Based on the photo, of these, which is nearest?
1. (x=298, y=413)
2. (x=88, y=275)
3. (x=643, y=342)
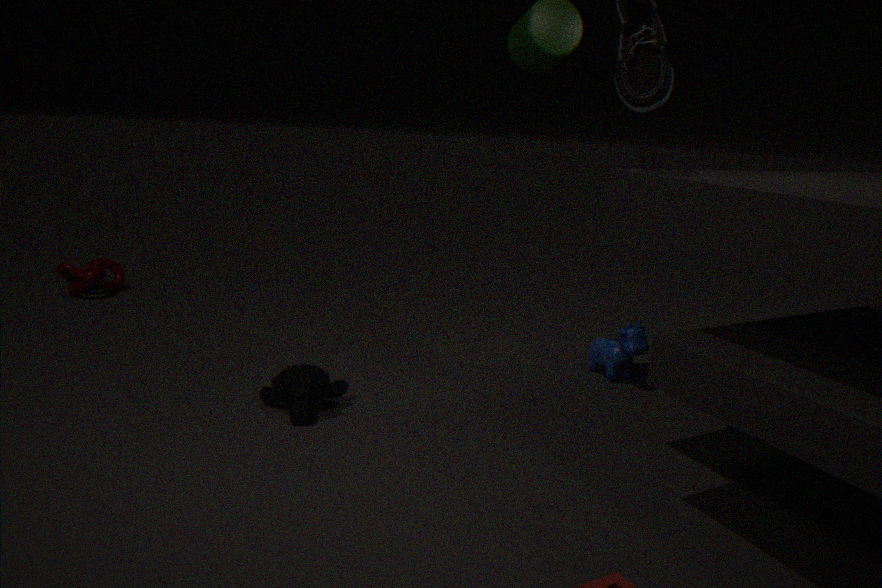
(x=298, y=413)
